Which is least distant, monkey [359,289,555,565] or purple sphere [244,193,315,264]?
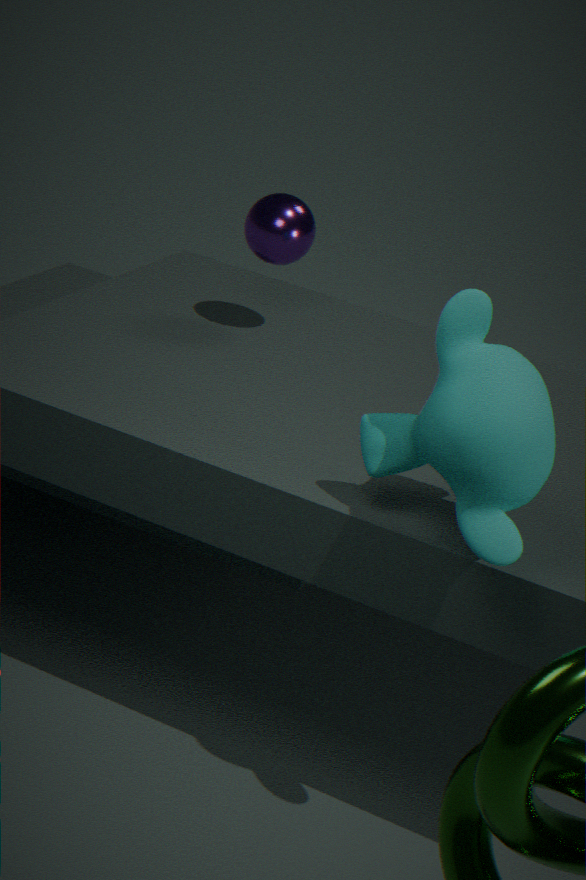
monkey [359,289,555,565]
